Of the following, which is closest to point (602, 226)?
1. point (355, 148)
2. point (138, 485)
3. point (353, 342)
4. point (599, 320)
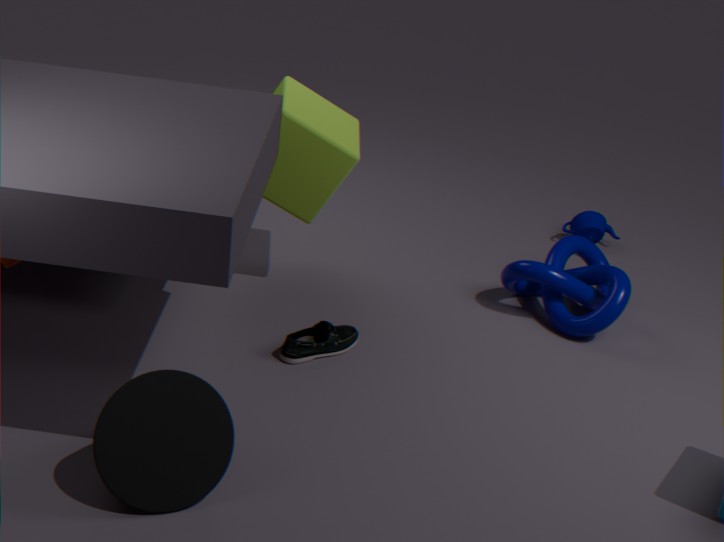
point (599, 320)
